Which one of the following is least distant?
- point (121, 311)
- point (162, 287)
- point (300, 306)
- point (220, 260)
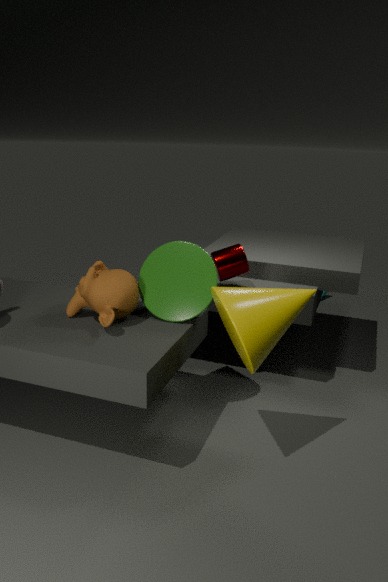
point (300, 306)
